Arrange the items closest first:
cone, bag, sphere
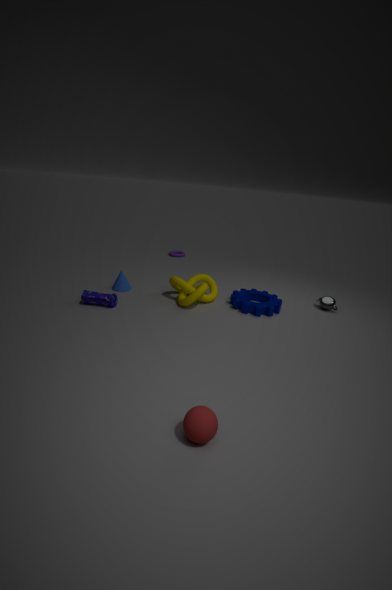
sphere < bag < cone
